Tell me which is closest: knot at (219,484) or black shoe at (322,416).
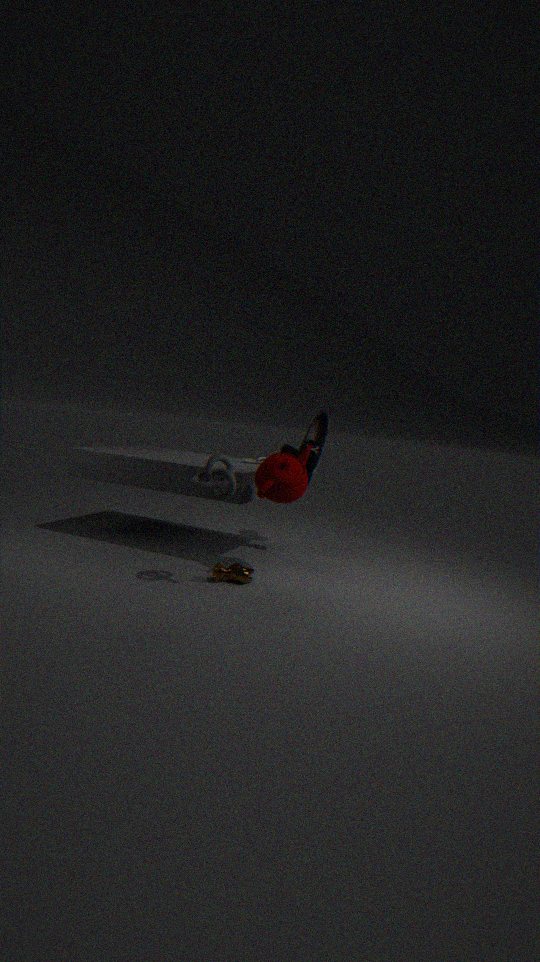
knot at (219,484)
